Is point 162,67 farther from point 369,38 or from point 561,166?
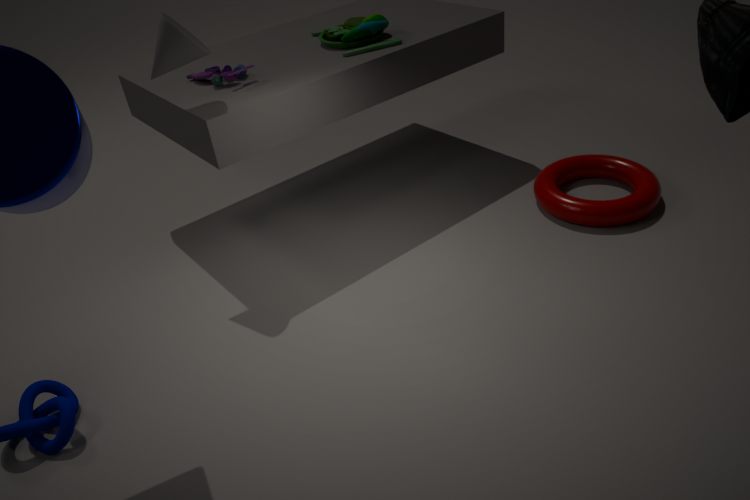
point 561,166
